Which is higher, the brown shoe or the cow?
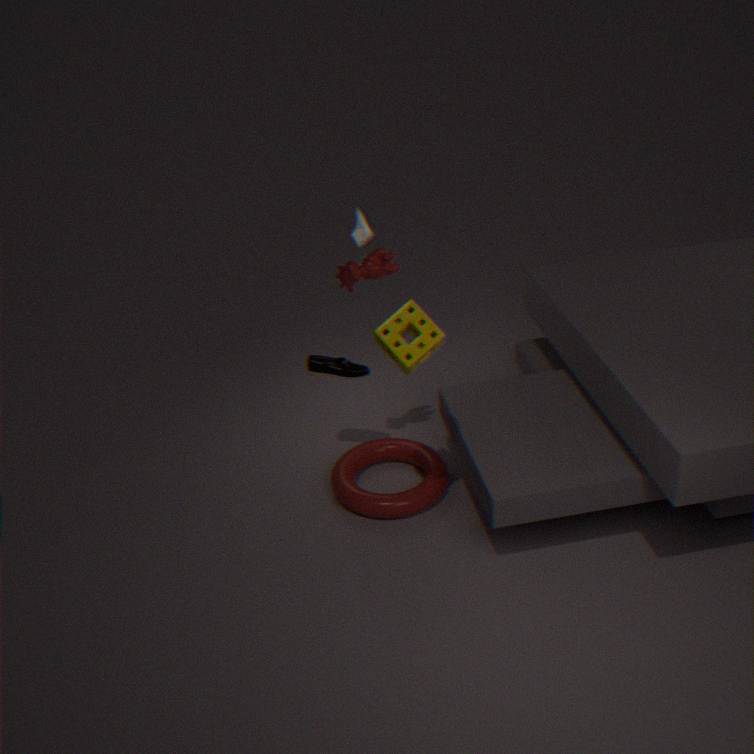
the cow
